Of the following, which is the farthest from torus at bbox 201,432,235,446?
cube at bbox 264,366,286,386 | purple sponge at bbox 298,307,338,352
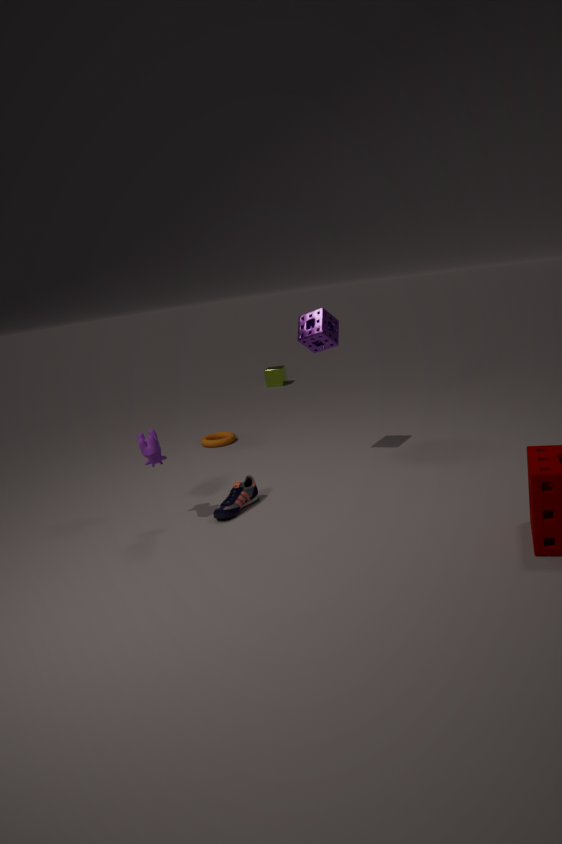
cube at bbox 264,366,286,386
